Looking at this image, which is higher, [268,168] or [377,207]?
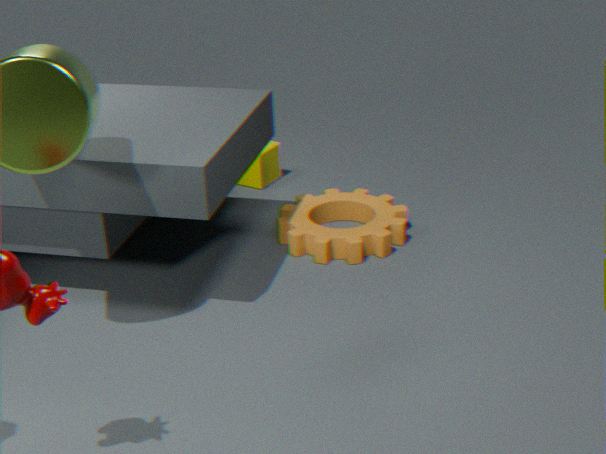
[268,168]
